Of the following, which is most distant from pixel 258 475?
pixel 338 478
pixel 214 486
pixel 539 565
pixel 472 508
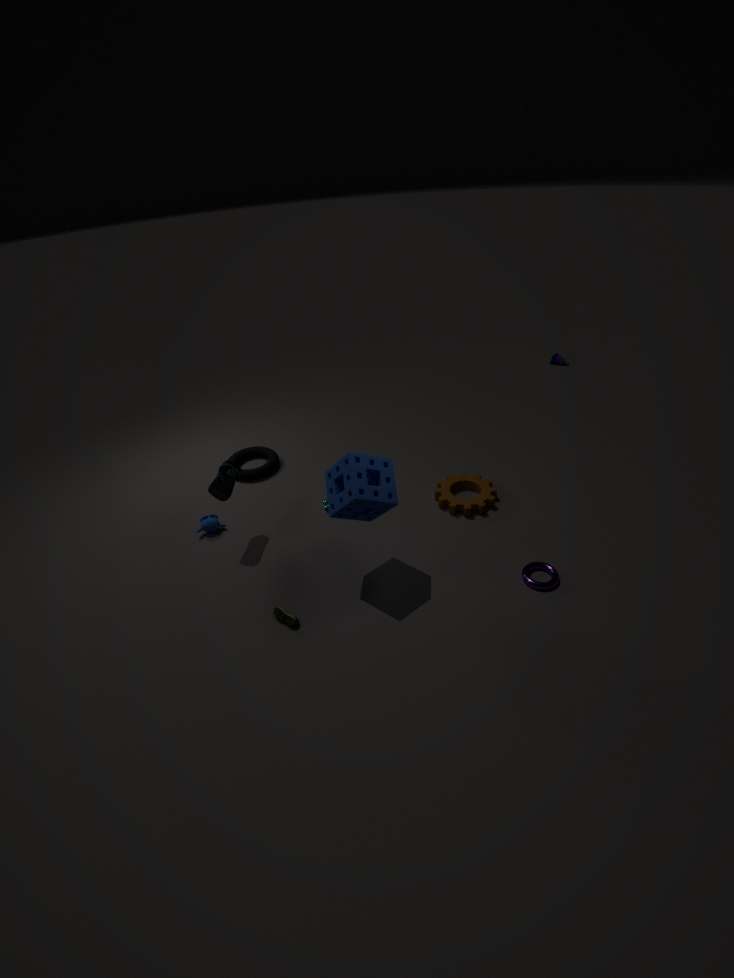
pixel 539 565
